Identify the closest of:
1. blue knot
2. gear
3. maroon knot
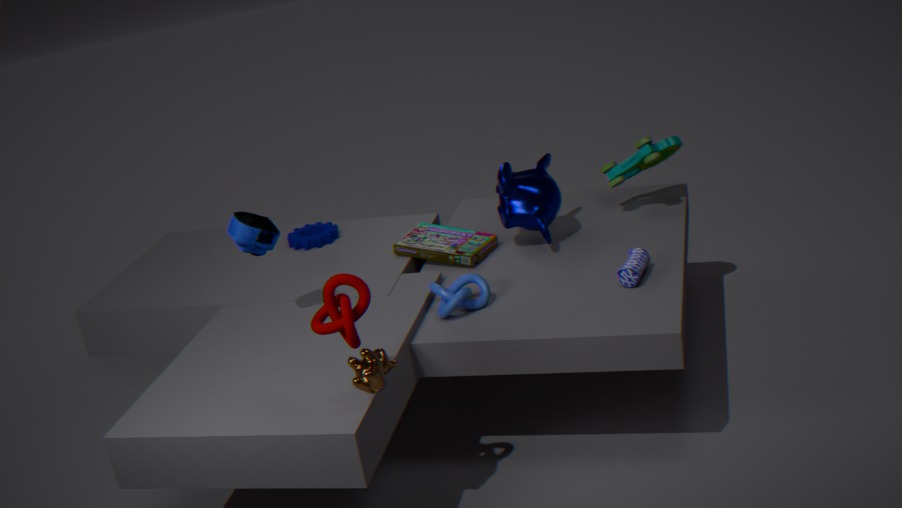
maroon knot
